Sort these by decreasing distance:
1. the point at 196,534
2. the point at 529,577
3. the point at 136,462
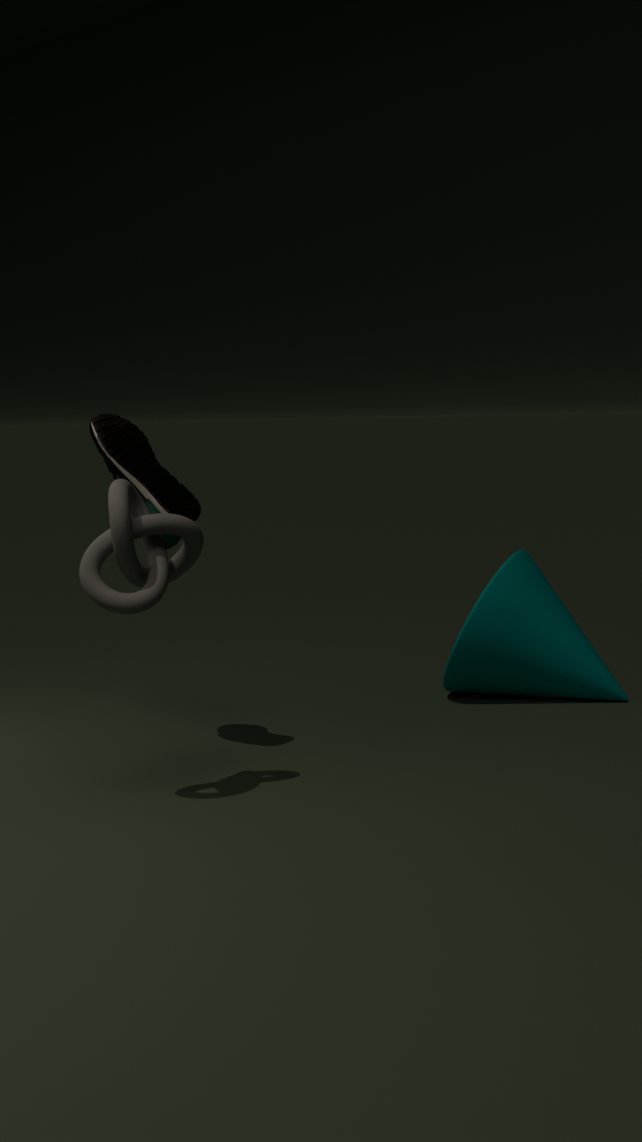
the point at 529,577
the point at 136,462
the point at 196,534
